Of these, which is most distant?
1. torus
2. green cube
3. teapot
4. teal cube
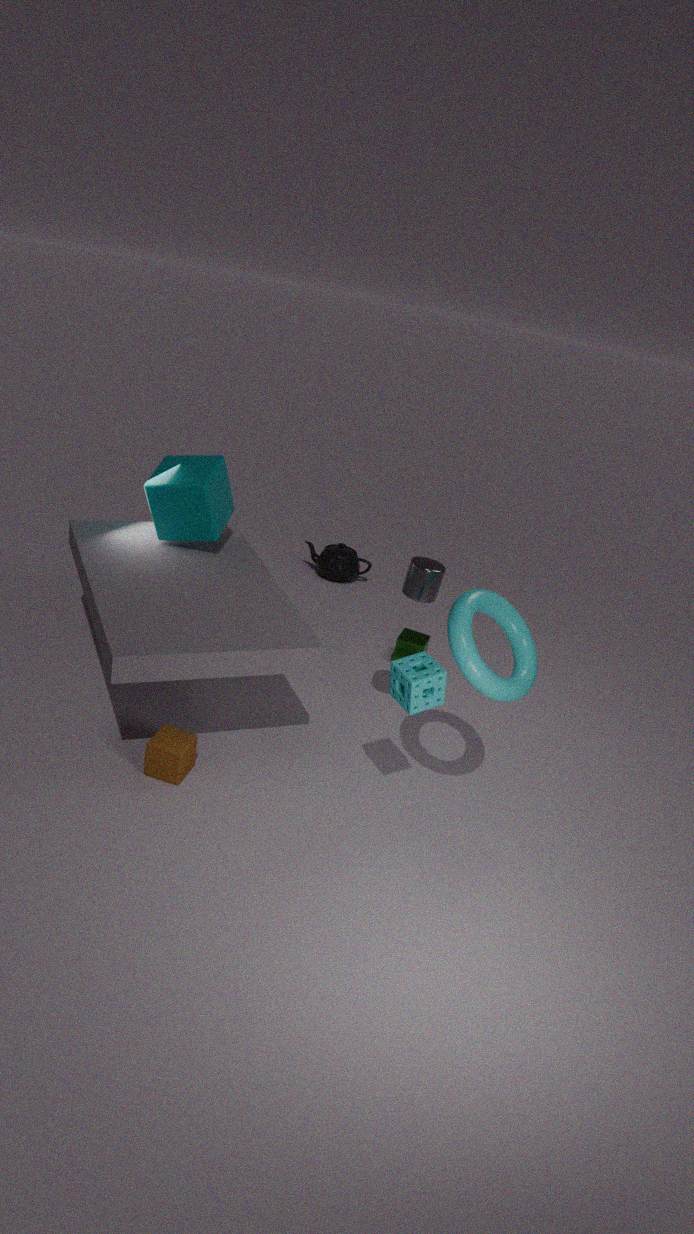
teapot
